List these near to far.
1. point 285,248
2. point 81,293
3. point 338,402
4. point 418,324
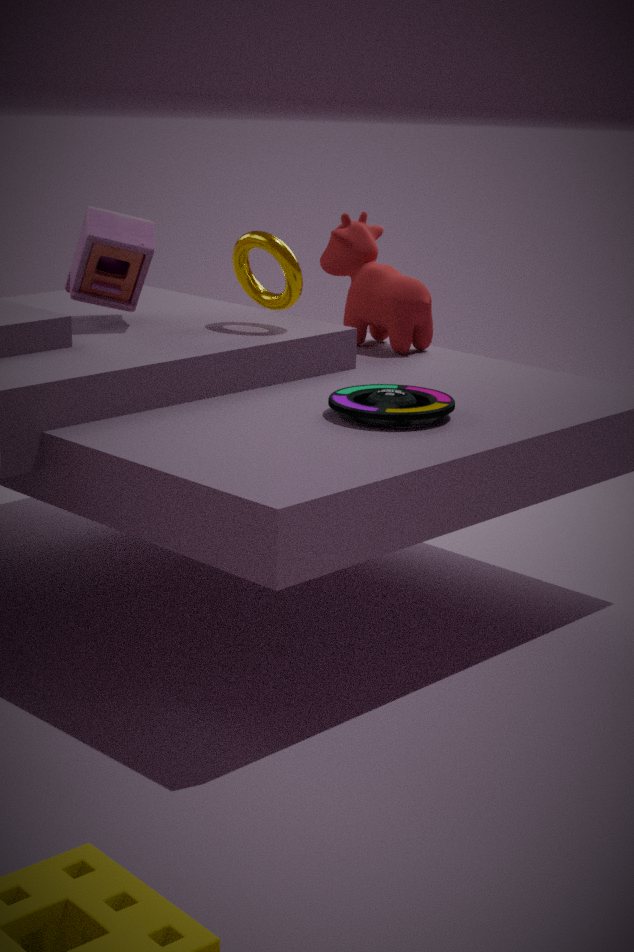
point 338,402 < point 285,248 < point 81,293 < point 418,324
